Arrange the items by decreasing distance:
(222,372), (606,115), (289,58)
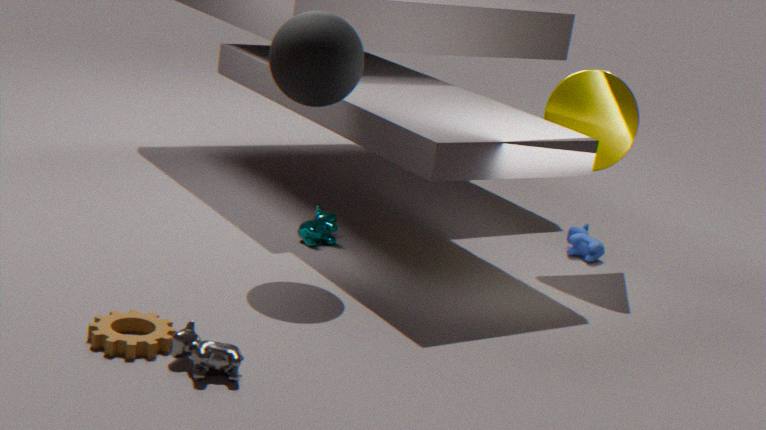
1. (606,115)
2. (289,58)
3. (222,372)
